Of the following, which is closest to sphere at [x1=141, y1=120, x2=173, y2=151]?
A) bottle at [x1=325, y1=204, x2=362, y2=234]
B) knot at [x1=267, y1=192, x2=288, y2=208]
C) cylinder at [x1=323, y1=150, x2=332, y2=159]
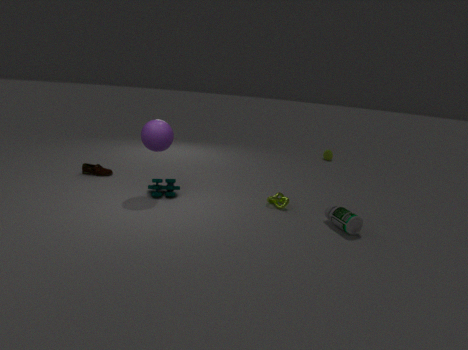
knot at [x1=267, y1=192, x2=288, y2=208]
